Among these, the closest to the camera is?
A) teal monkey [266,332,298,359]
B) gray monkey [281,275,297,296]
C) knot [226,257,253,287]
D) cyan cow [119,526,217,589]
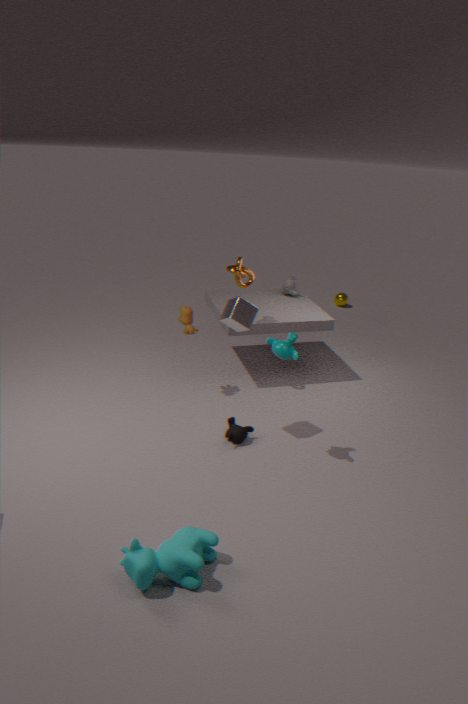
cyan cow [119,526,217,589]
